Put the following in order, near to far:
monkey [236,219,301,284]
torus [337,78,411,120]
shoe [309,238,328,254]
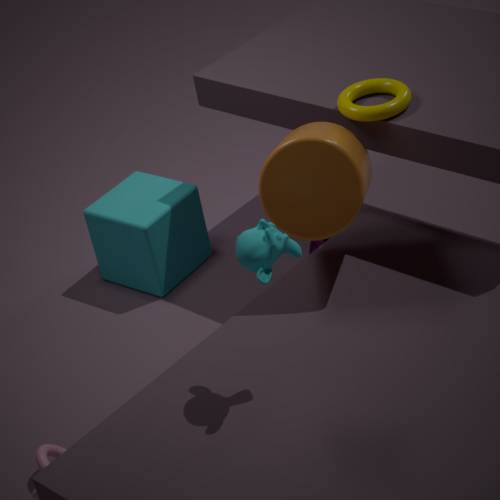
monkey [236,219,301,284], torus [337,78,411,120], shoe [309,238,328,254]
